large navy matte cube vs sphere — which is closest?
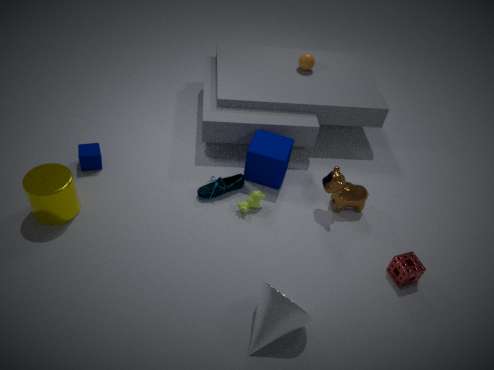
large navy matte cube
